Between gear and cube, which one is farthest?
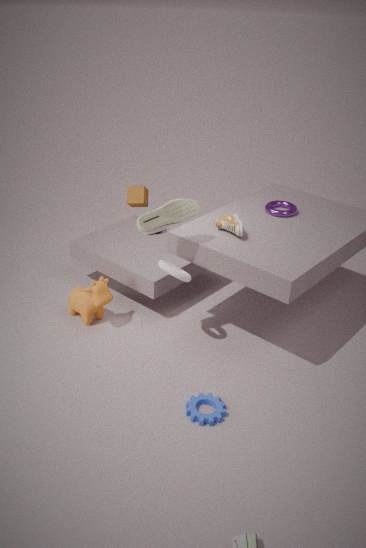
cube
